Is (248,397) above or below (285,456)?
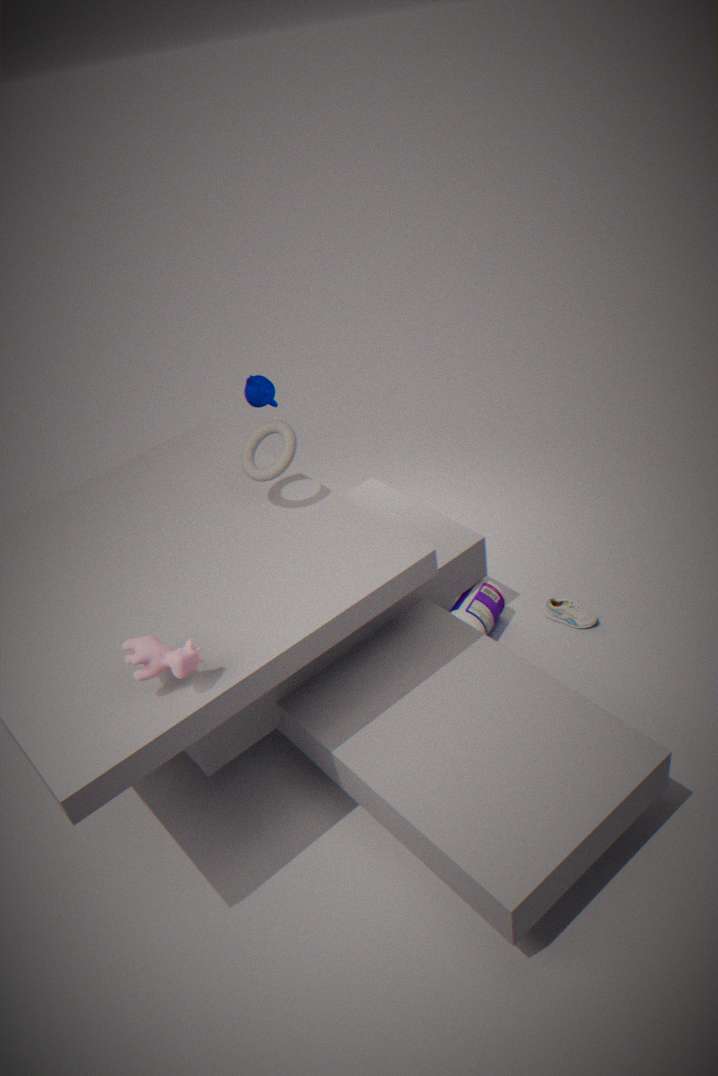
below
